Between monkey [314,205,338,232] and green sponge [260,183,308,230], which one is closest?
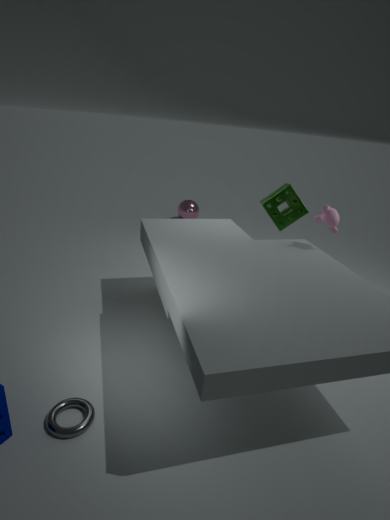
monkey [314,205,338,232]
